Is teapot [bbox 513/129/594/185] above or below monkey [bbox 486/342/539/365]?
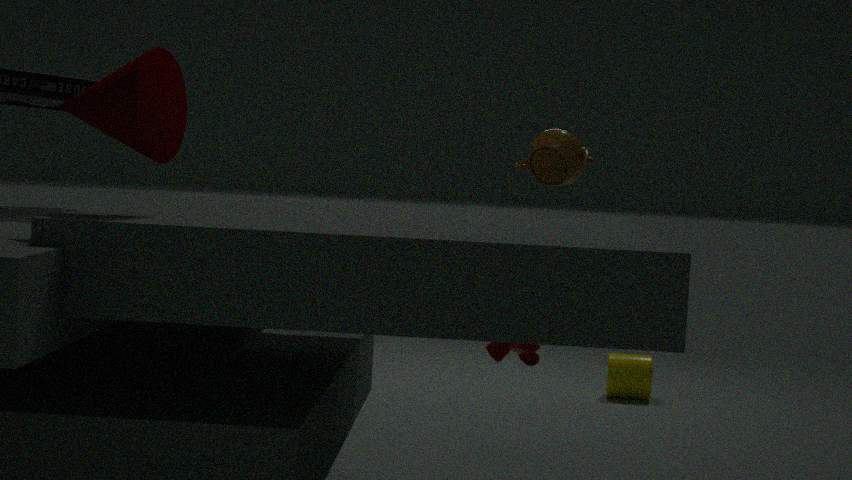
above
